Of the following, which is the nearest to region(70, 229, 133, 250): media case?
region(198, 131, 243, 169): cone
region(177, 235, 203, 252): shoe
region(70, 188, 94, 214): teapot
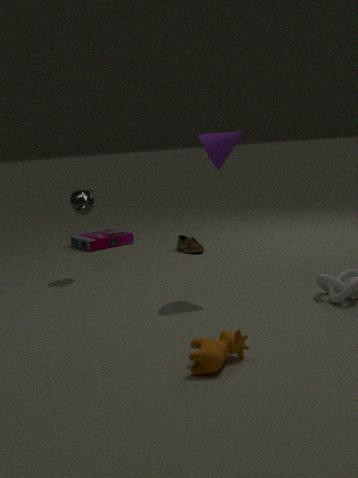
region(177, 235, 203, 252): shoe
